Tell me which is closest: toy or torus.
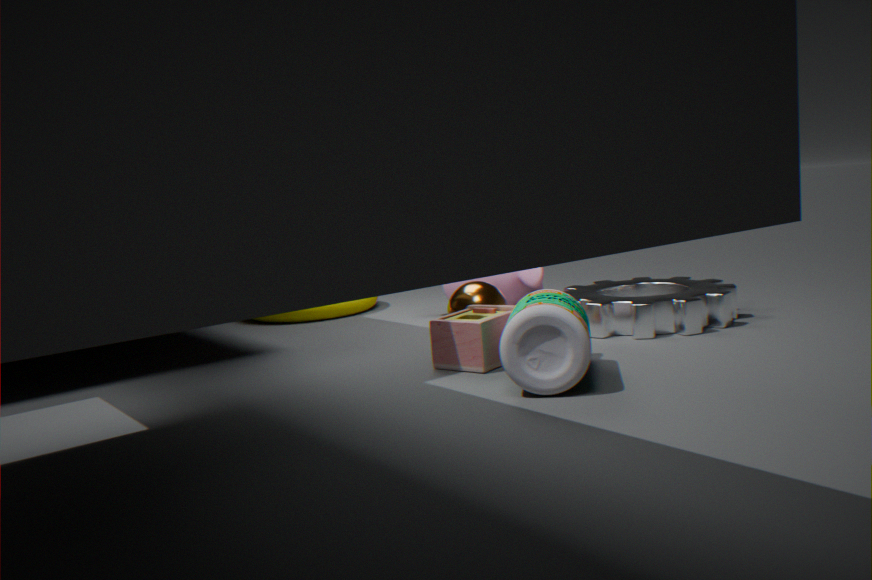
toy
